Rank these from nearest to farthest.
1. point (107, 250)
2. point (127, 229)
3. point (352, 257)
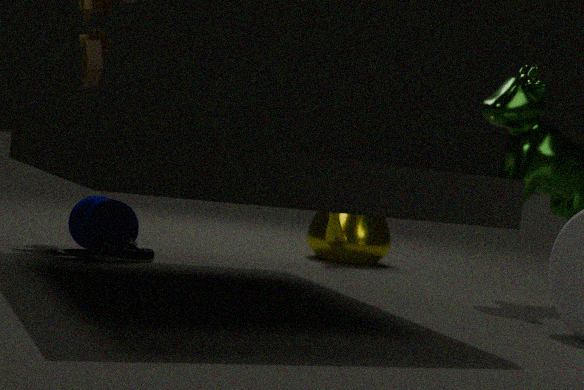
point (107, 250) < point (127, 229) < point (352, 257)
